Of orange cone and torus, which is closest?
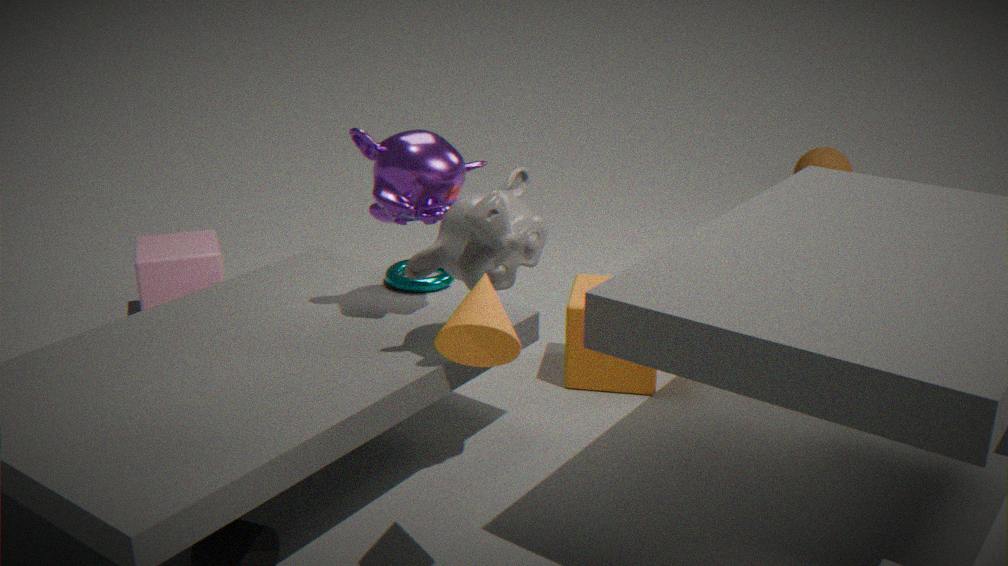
orange cone
